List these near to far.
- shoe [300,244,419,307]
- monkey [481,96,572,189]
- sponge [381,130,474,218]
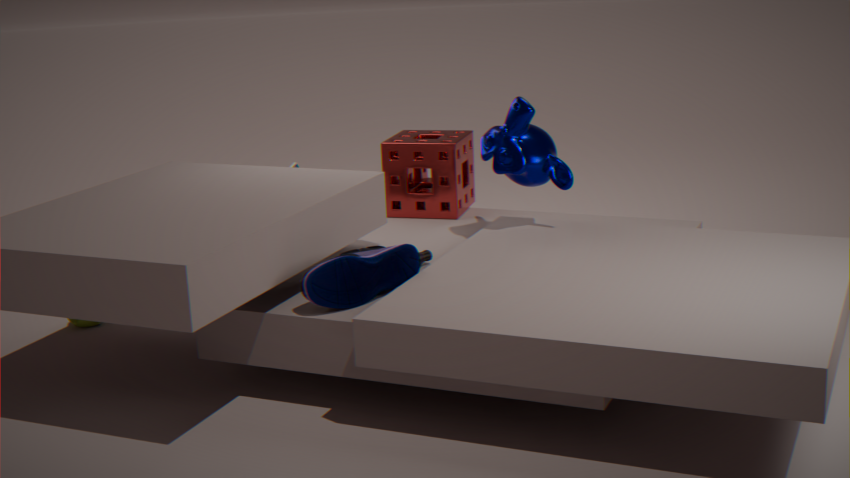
shoe [300,244,419,307]
monkey [481,96,572,189]
sponge [381,130,474,218]
